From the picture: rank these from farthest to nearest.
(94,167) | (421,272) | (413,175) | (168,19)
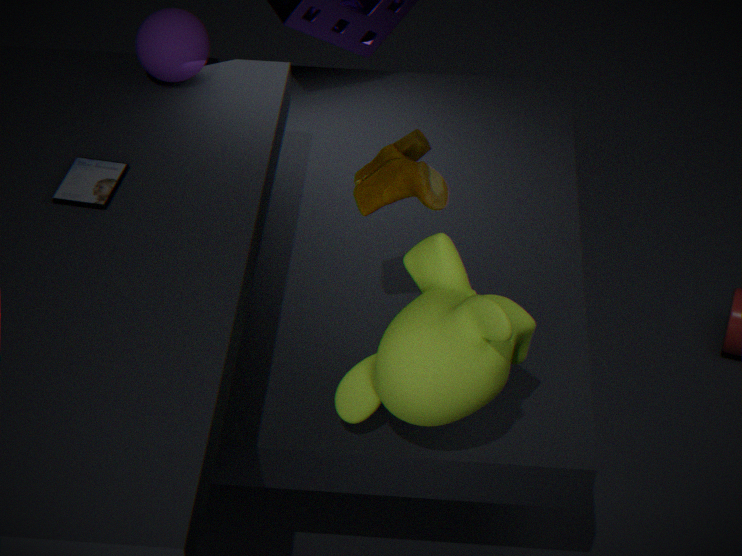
(168,19) < (94,167) < (421,272) < (413,175)
